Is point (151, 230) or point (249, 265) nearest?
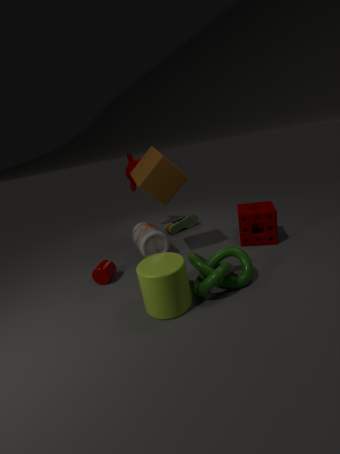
point (249, 265)
